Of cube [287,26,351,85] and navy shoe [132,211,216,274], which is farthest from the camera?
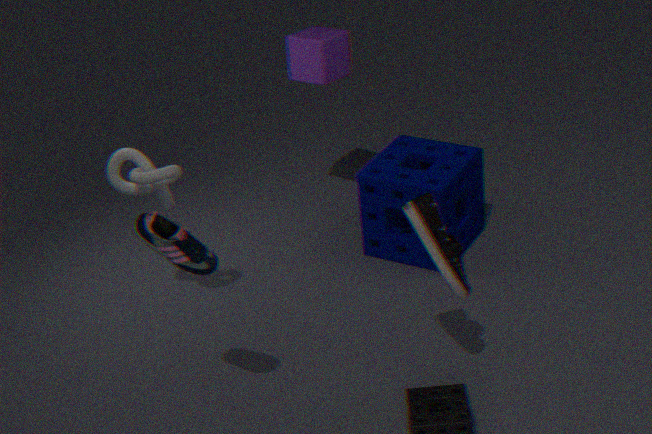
cube [287,26,351,85]
